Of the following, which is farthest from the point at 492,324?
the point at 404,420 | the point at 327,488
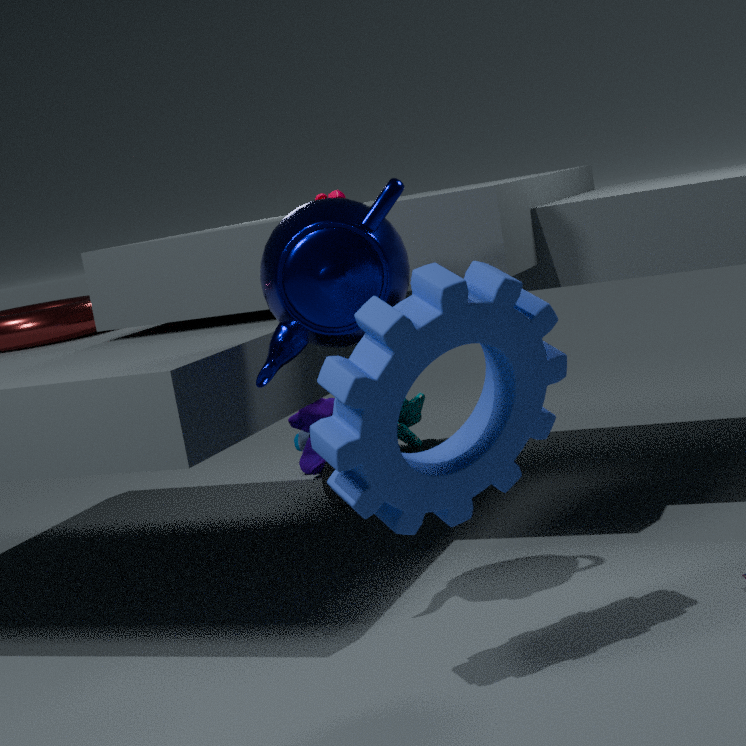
the point at 404,420
